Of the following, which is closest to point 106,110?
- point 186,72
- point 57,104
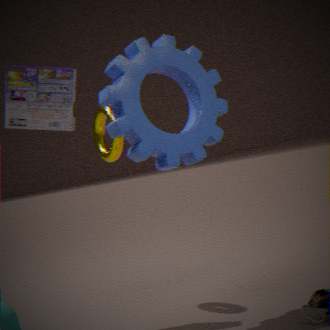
point 57,104
